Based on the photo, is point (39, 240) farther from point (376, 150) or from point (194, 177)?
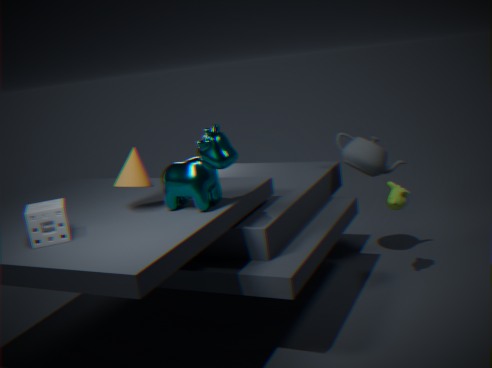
point (376, 150)
